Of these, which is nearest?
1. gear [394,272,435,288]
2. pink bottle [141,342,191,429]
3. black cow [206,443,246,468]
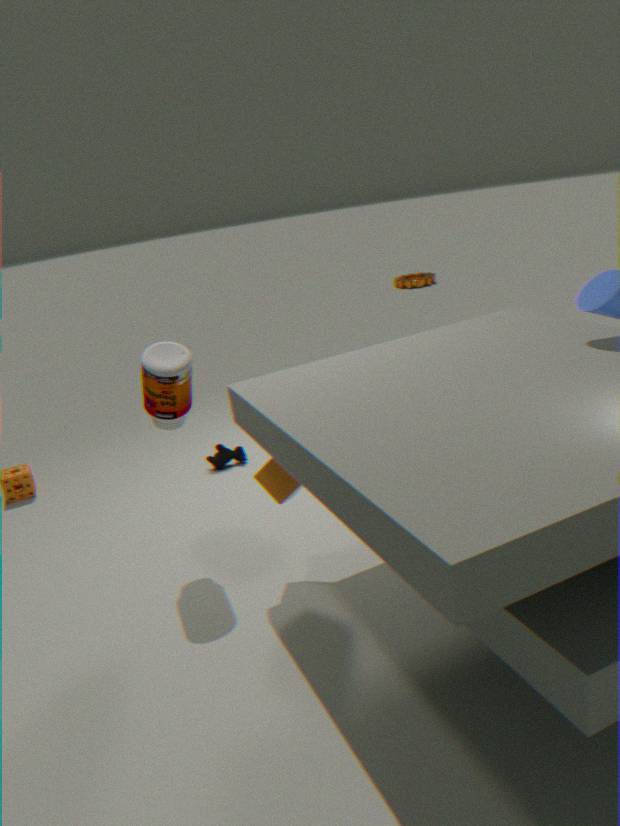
pink bottle [141,342,191,429]
